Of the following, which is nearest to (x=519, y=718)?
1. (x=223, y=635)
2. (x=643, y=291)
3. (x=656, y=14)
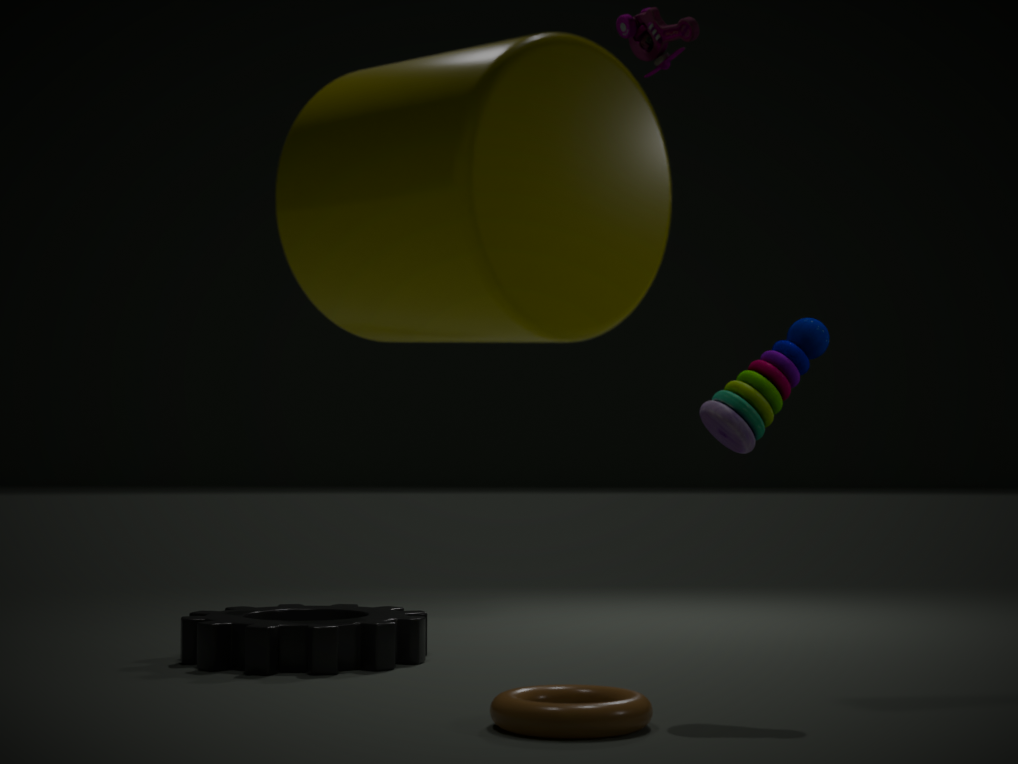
(x=643, y=291)
